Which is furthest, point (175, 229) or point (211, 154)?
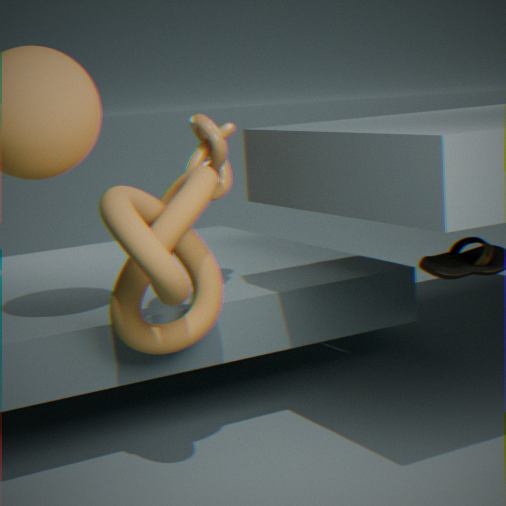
point (211, 154)
